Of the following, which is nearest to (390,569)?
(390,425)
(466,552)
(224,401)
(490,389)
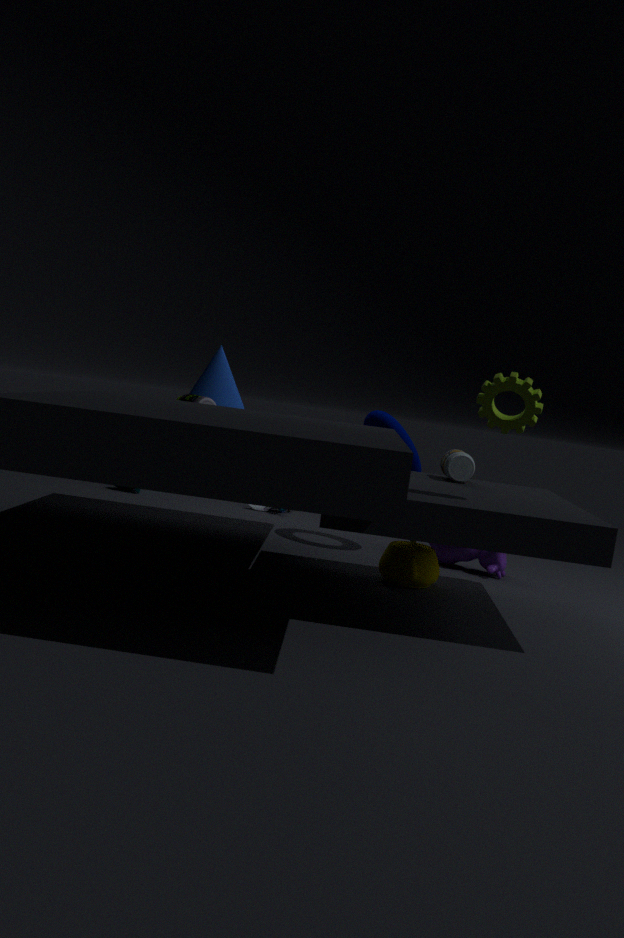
(466,552)
